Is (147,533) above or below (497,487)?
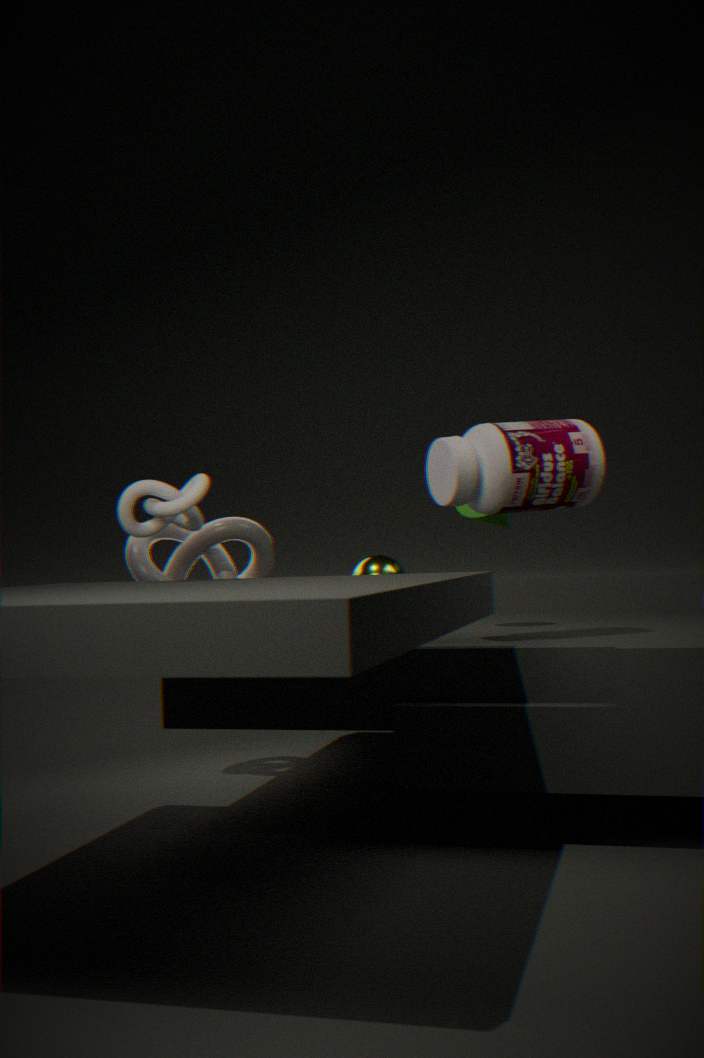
below
